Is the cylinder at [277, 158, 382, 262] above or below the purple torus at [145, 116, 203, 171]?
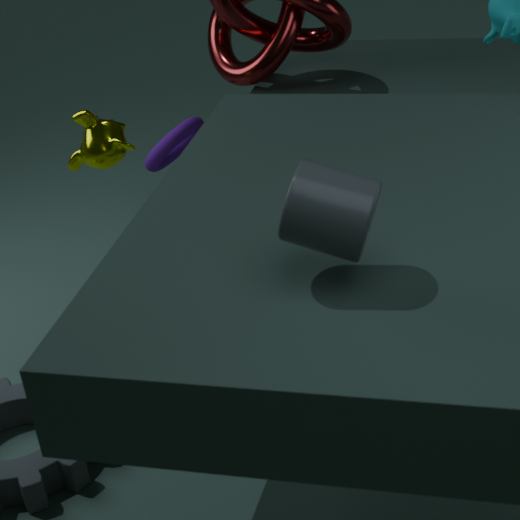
above
